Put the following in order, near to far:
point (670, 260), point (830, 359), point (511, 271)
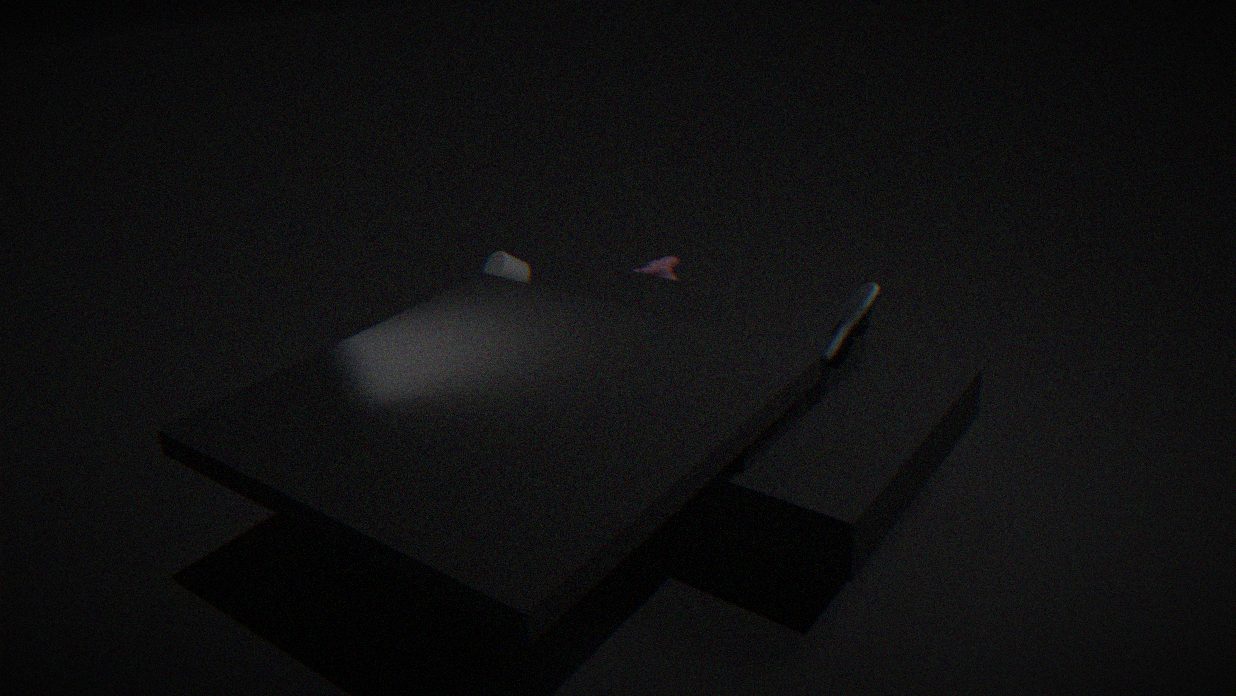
point (830, 359) < point (670, 260) < point (511, 271)
